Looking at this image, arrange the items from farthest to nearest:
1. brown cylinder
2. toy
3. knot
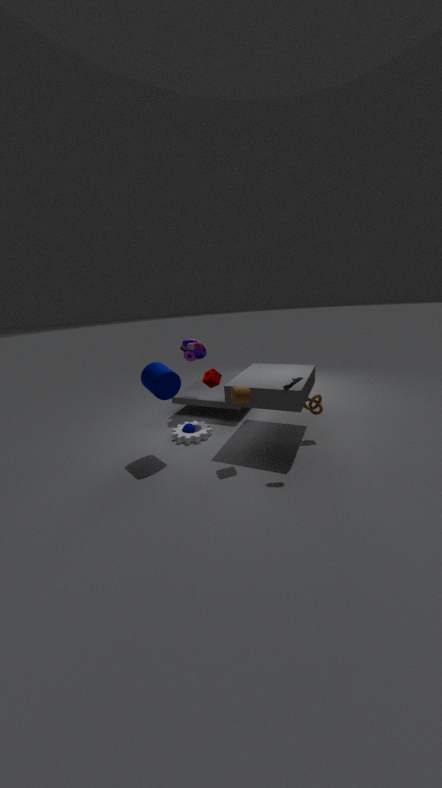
toy < knot < brown cylinder
